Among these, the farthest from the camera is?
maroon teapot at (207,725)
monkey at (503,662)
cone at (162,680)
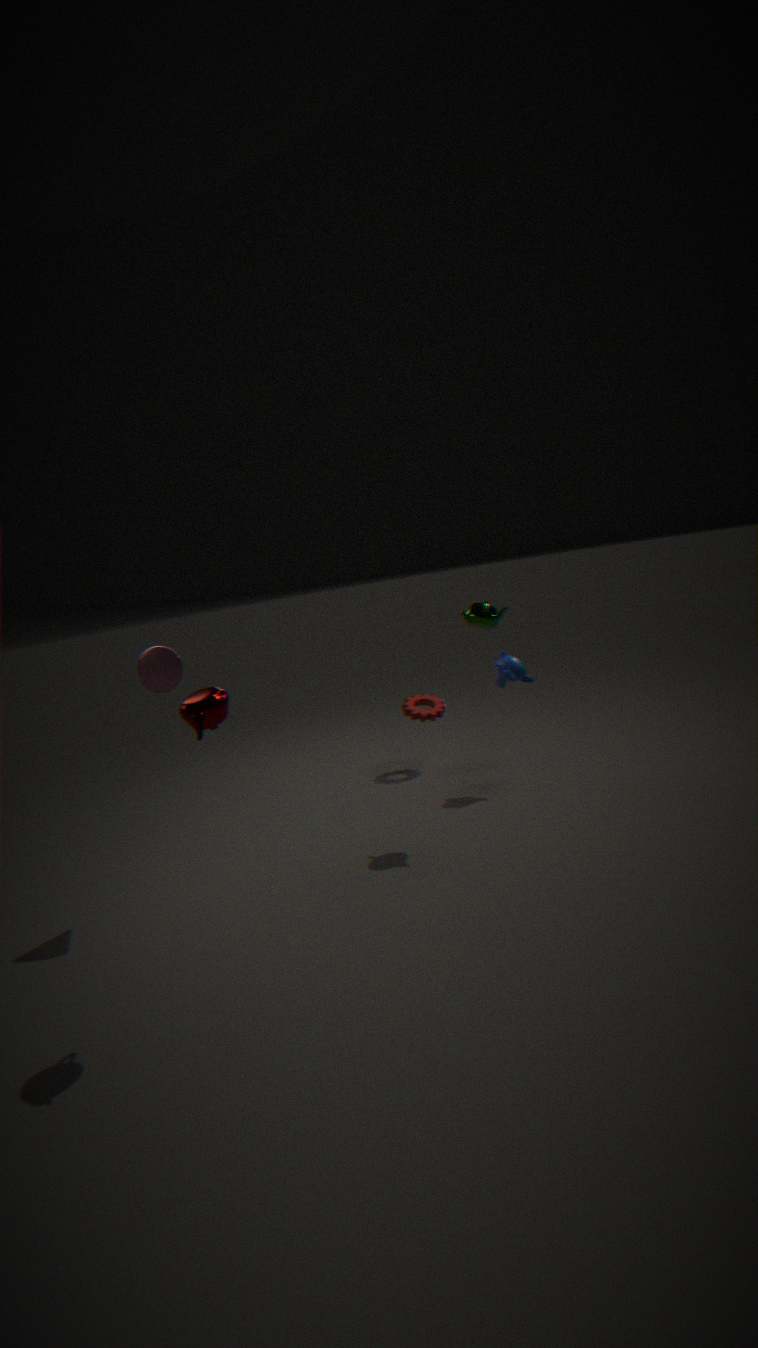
monkey at (503,662)
